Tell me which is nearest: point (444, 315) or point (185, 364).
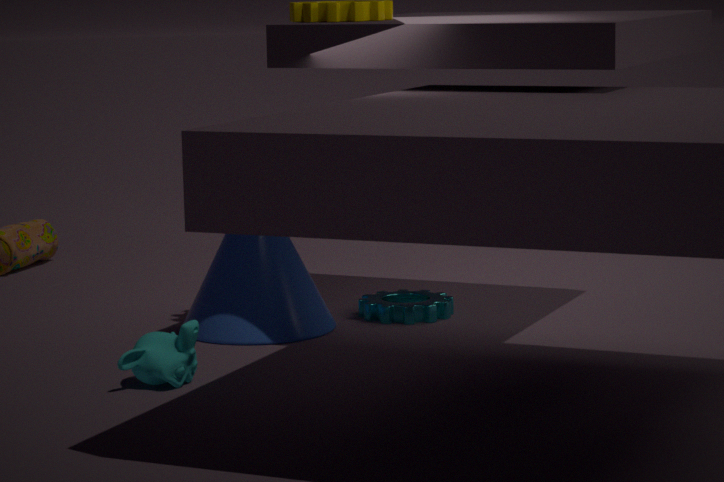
point (185, 364)
